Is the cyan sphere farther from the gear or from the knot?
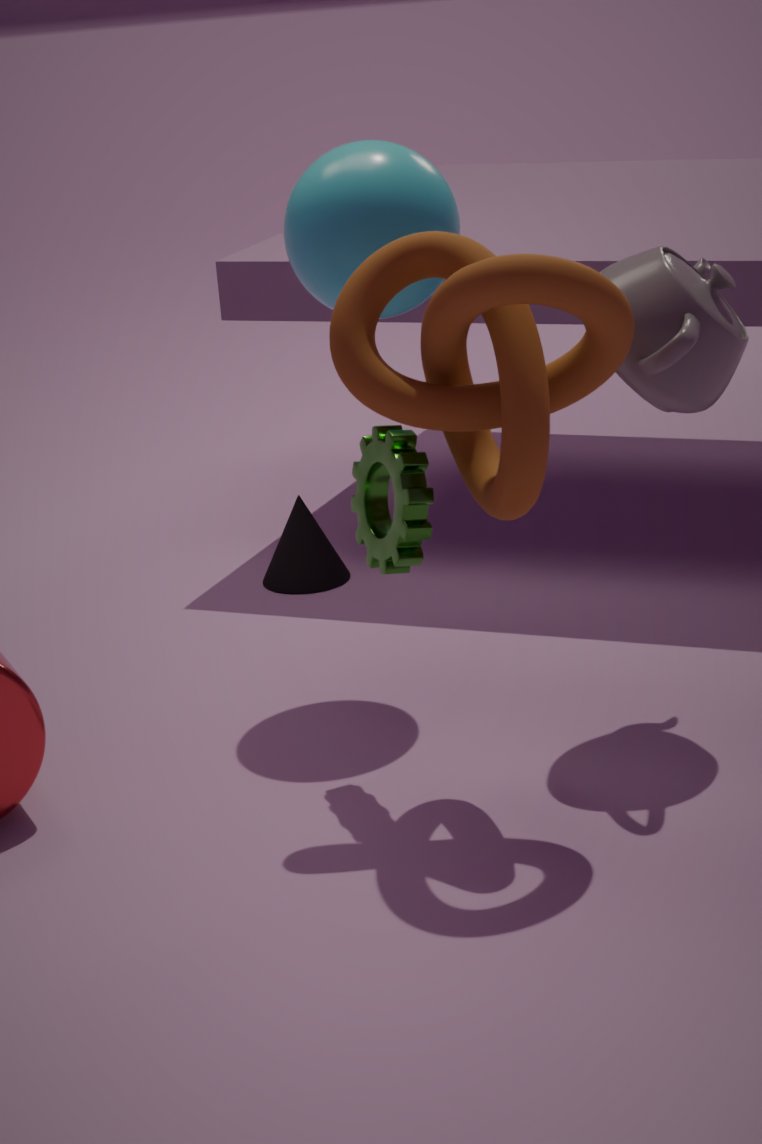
the gear
